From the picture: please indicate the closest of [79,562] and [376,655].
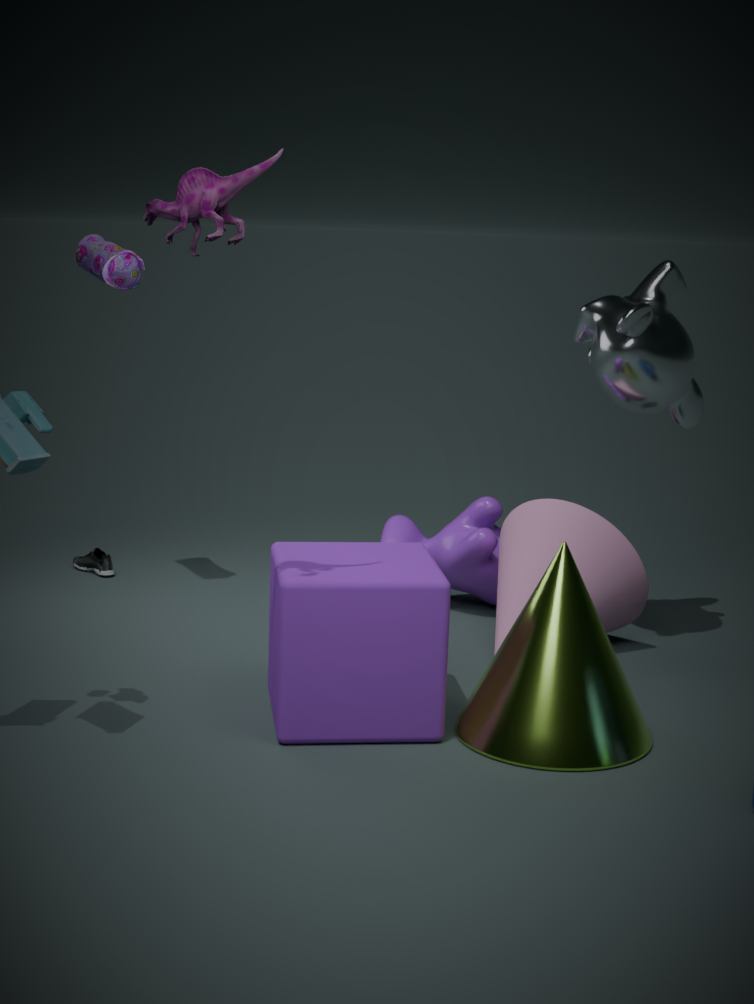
[376,655]
